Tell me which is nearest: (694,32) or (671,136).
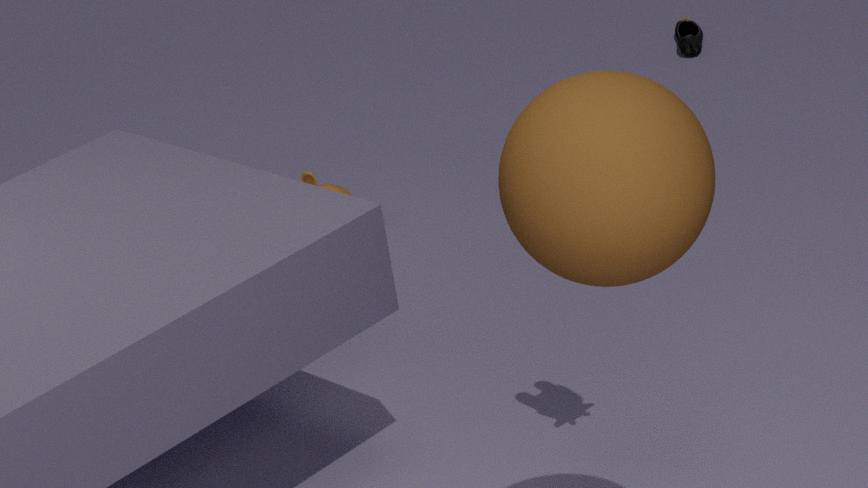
(671,136)
